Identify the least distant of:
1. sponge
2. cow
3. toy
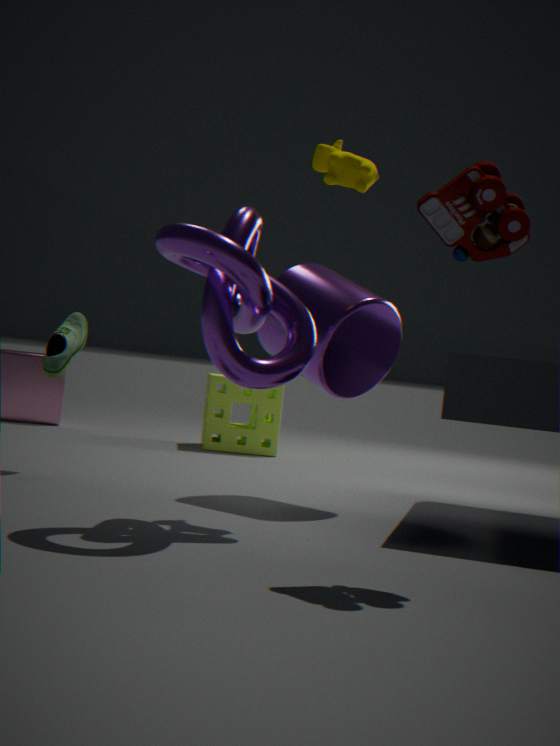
toy
